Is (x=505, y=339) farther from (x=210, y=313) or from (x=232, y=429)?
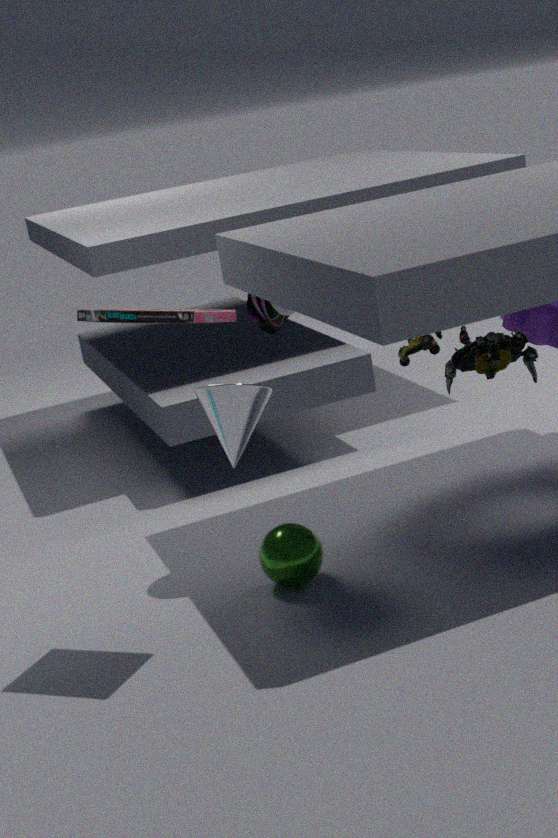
(x=210, y=313)
